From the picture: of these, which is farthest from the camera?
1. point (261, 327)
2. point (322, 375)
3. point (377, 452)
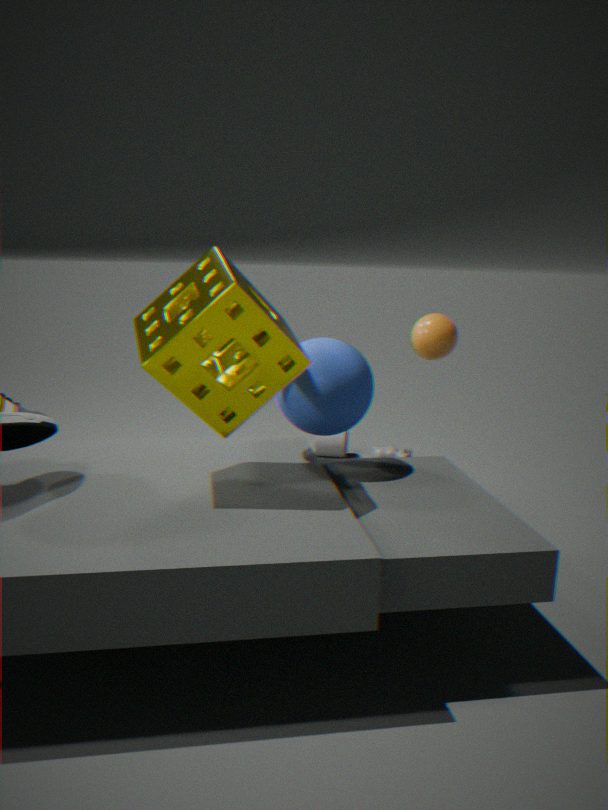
point (377, 452)
